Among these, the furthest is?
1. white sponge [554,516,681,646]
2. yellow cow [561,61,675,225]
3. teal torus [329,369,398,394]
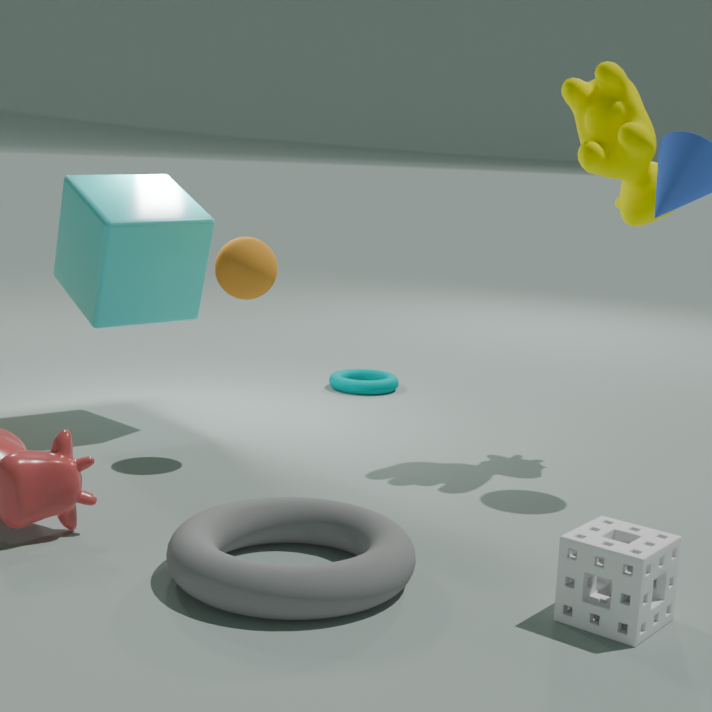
teal torus [329,369,398,394]
